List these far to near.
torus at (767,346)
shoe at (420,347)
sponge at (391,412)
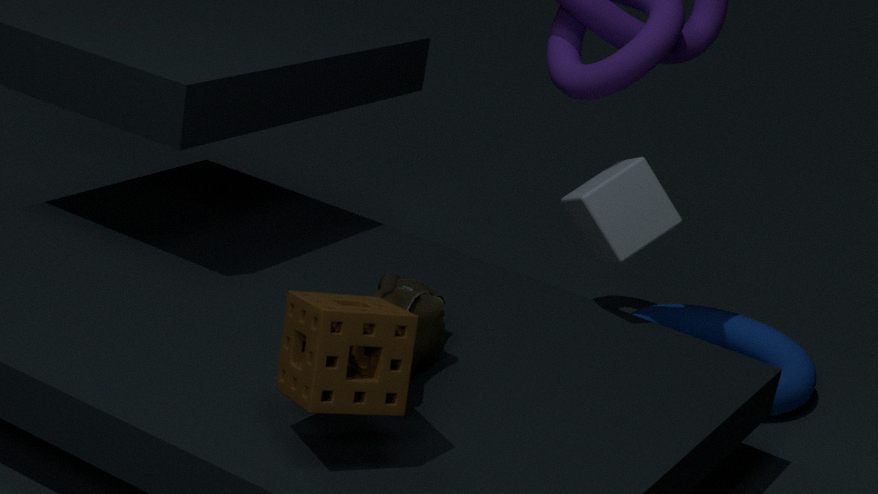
torus at (767,346) → shoe at (420,347) → sponge at (391,412)
